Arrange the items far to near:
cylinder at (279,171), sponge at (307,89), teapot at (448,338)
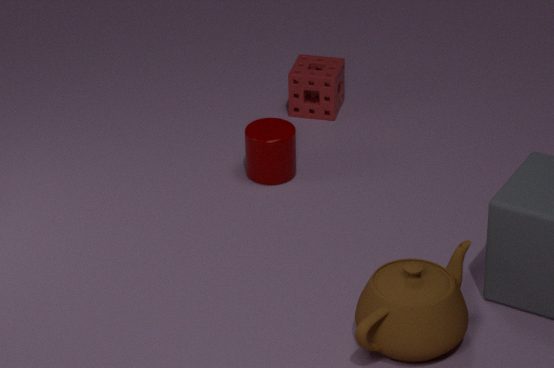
sponge at (307,89), cylinder at (279,171), teapot at (448,338)
